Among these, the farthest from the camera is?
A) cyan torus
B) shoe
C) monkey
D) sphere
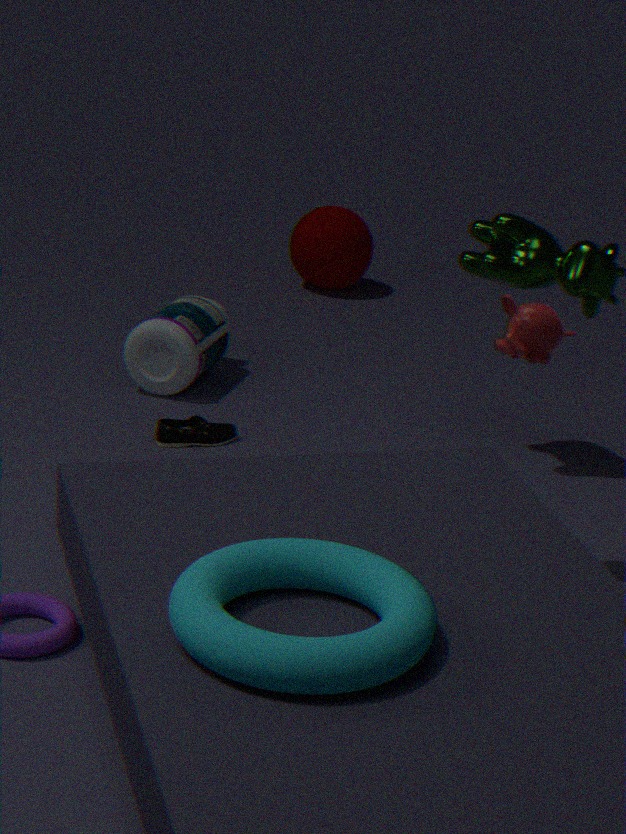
sphere
